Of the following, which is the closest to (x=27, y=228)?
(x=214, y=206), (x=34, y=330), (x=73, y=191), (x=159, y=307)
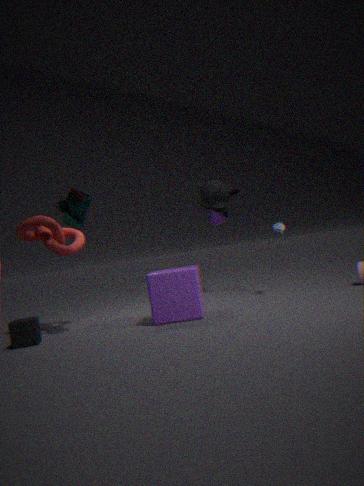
(x=73, y=191)
